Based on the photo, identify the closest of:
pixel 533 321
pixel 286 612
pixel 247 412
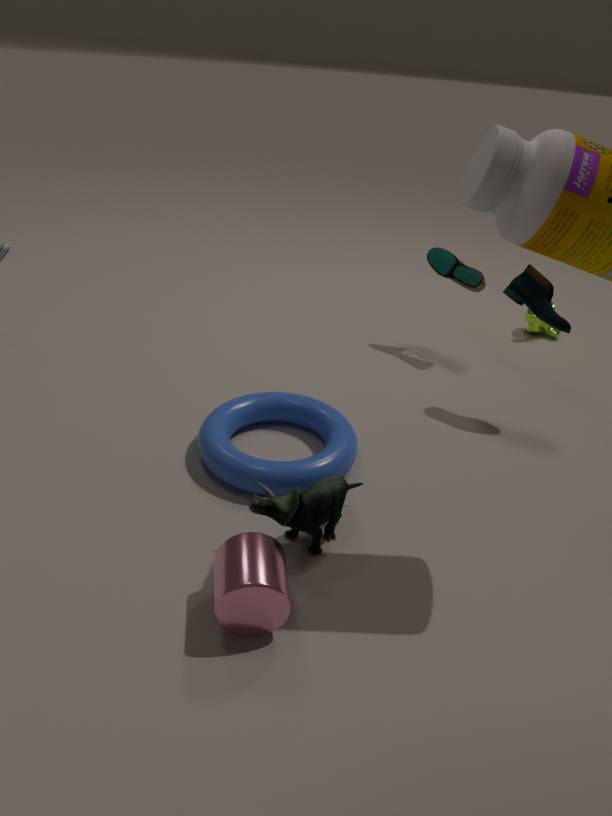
pixel 286 612
